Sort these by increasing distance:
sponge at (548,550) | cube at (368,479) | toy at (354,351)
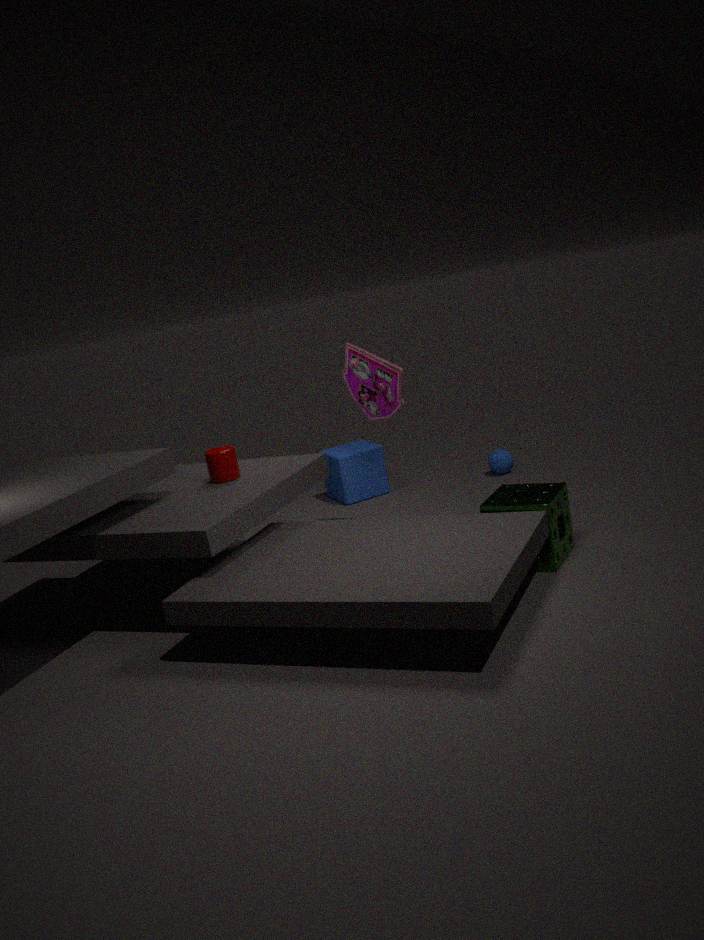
sponge at (548,550) → toy at (354,351) → cube at (368,479)
